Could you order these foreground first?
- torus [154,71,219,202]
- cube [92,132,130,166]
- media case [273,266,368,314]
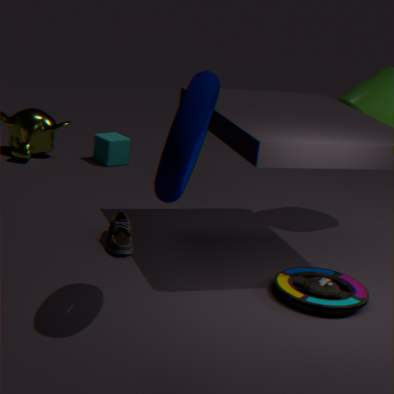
1. torus [154,71,219,202]
2. media case [273,266,368,314]
3. cube [92,132,130,166]
